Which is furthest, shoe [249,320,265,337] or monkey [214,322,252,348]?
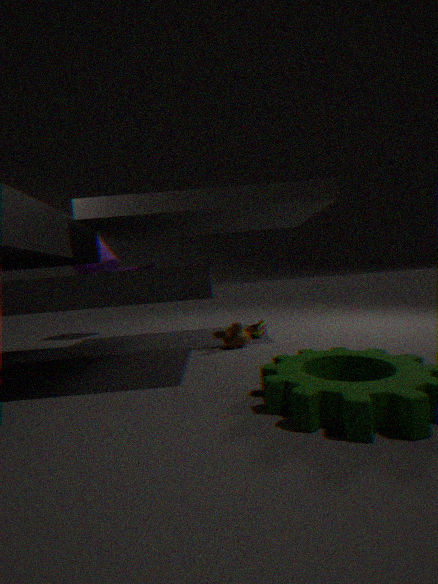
shoe [249,320,265,337]
